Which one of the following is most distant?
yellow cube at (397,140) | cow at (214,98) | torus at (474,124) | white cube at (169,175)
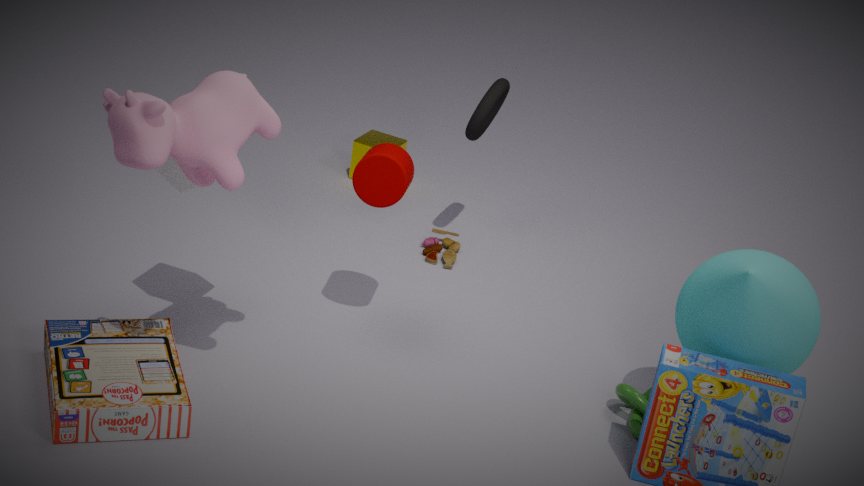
yellow cube at (397,140)
